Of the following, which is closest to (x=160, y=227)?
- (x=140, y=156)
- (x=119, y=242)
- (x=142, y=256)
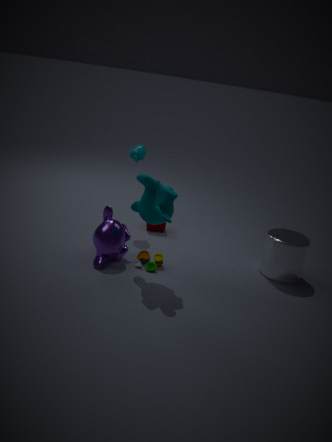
(x=140, y=156)
